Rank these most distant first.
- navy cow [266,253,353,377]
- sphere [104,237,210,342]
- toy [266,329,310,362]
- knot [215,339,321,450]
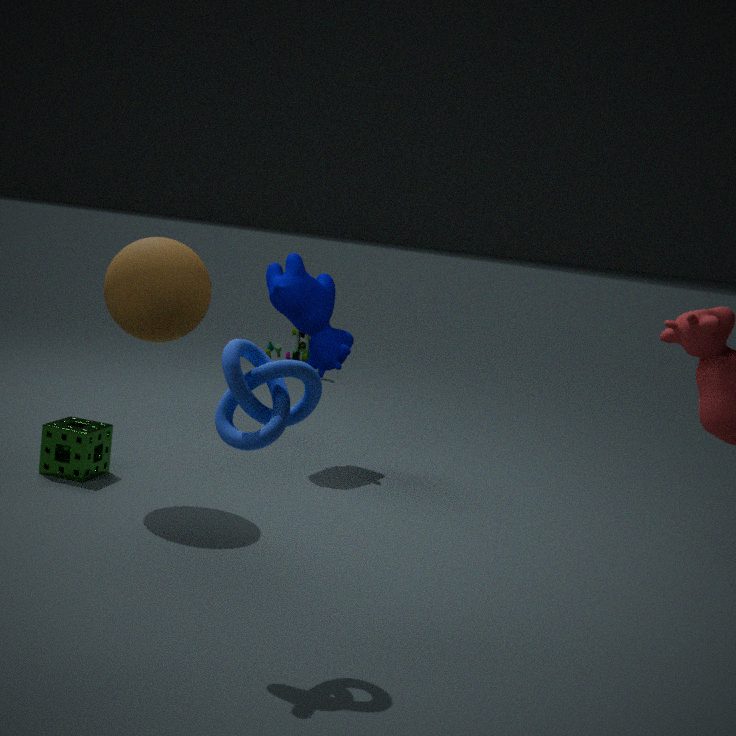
1. toy [266,329,310,362]
2. navy cow [266,253,353,377]
3. sphere [104,237,210,342]
4. knot [215,339,321,450]
